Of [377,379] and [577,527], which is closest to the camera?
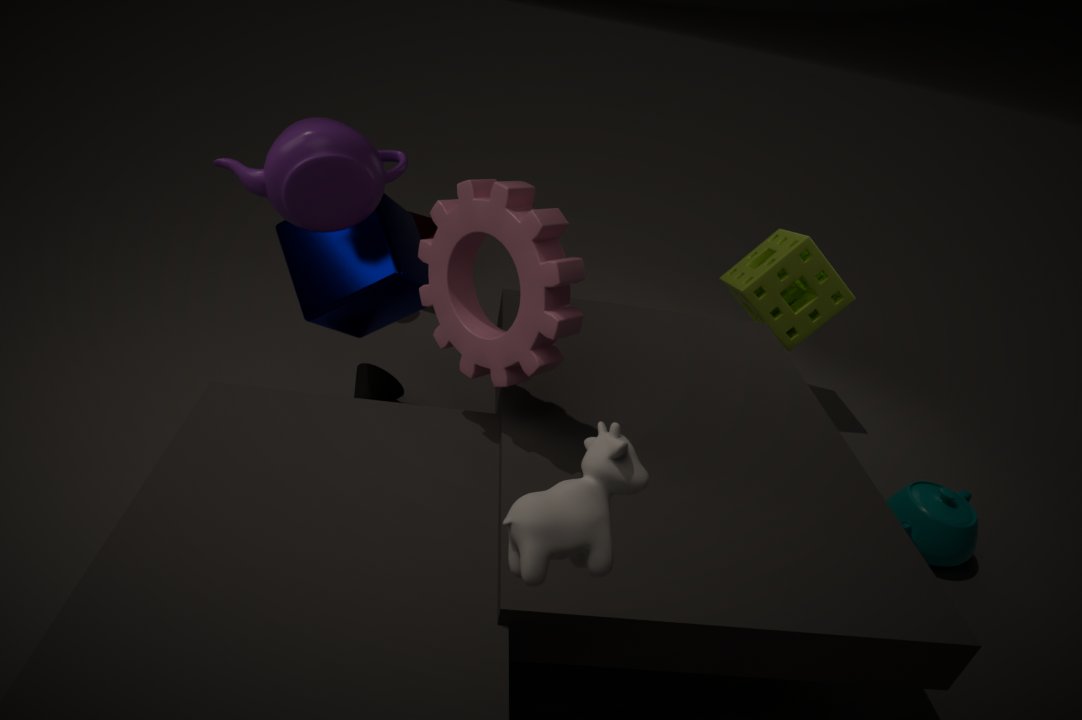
[577,527]
